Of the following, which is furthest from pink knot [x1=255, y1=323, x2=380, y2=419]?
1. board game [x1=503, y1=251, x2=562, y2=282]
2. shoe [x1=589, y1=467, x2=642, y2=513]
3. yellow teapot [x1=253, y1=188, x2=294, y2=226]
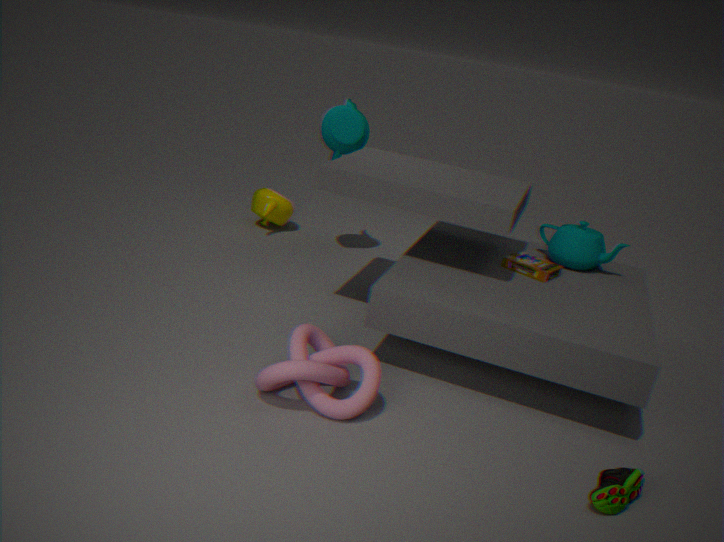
yellow teapot [x1=253, y1=188, x2=294, y2=226]
